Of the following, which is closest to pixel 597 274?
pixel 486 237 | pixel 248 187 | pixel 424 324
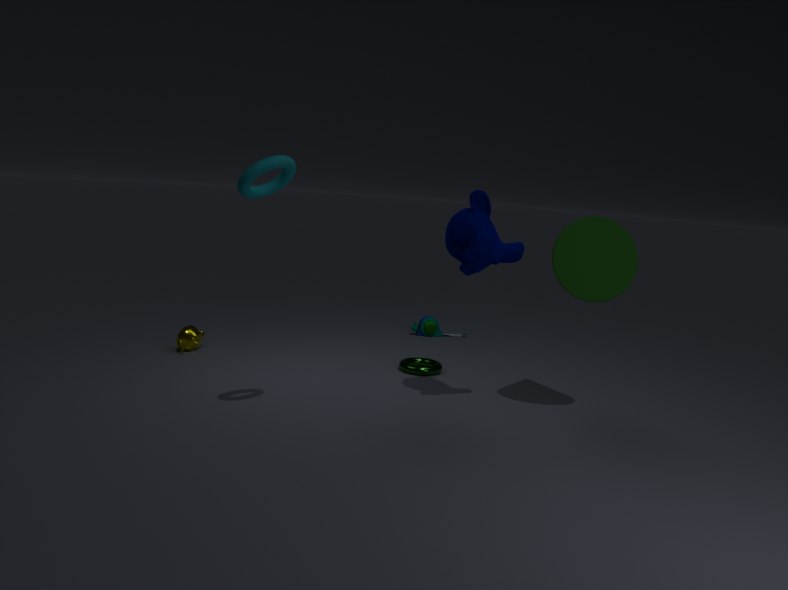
pixel 486 237
